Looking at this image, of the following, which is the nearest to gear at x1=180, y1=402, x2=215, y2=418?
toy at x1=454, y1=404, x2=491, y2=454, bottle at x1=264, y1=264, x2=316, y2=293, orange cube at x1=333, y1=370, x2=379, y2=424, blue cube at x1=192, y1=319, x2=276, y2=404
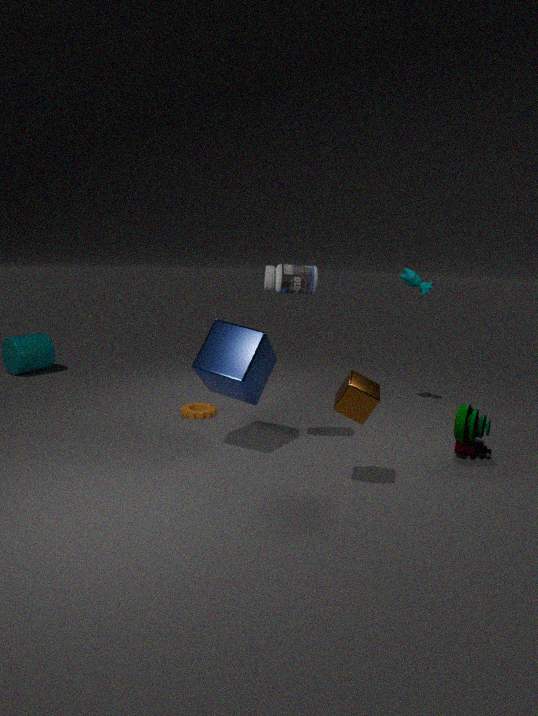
blue cube at x1=192, y1=319, x2=276, y2=404
